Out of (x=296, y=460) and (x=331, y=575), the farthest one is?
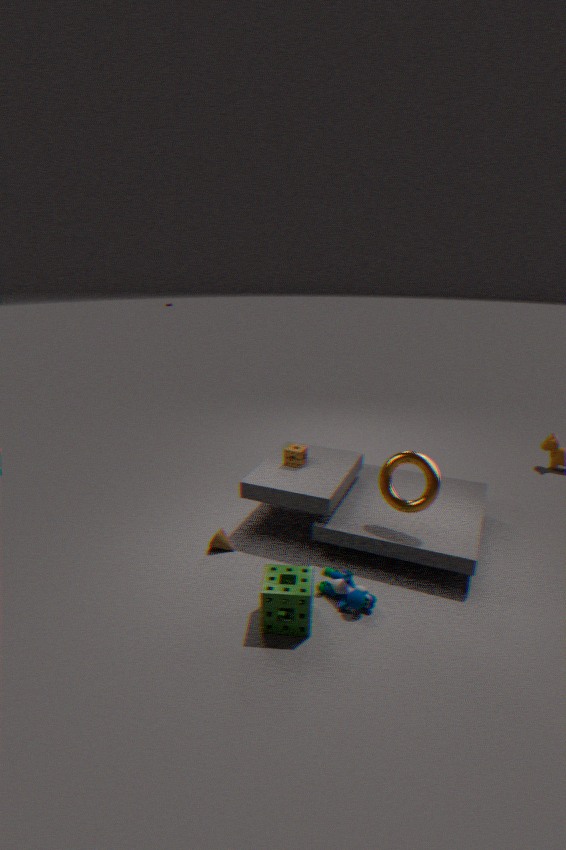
(x=296, y=460)
